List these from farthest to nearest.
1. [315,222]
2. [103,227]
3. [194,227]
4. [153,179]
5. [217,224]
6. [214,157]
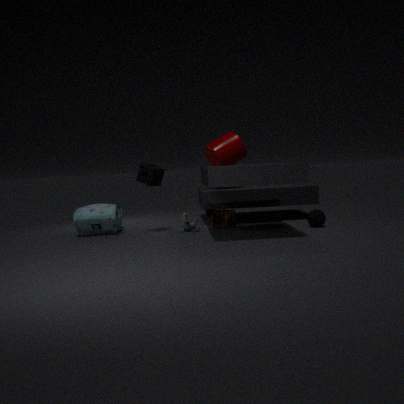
1. [214,157]
2. [217,224]
3. [103,227]
4. [194,227]
5. [153,179]
6. [315,222]
